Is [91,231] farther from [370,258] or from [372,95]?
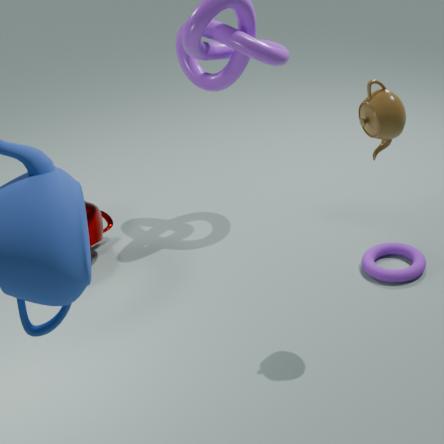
[372,95]
